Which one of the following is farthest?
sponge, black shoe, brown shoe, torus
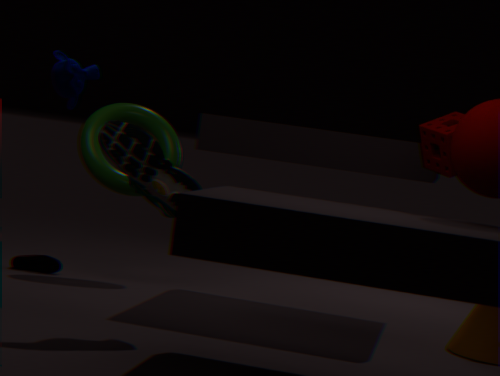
black shoe
